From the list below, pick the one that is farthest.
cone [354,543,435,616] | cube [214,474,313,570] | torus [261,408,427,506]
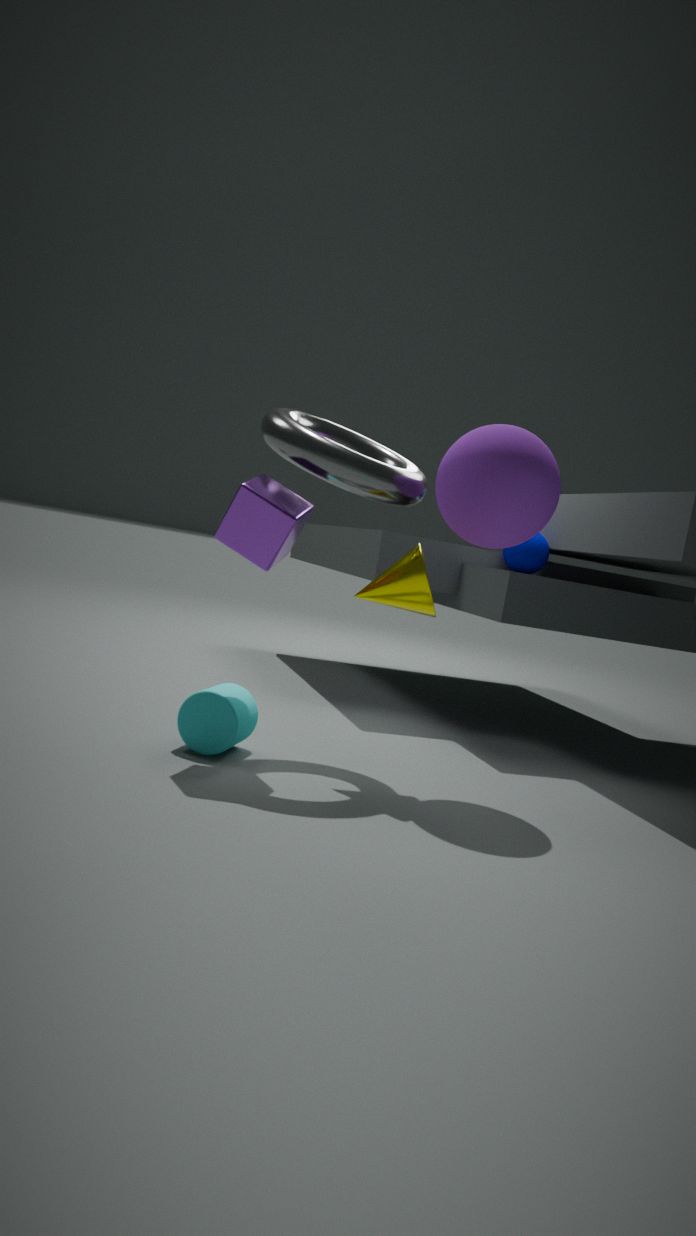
cone [354,543,435,616]
